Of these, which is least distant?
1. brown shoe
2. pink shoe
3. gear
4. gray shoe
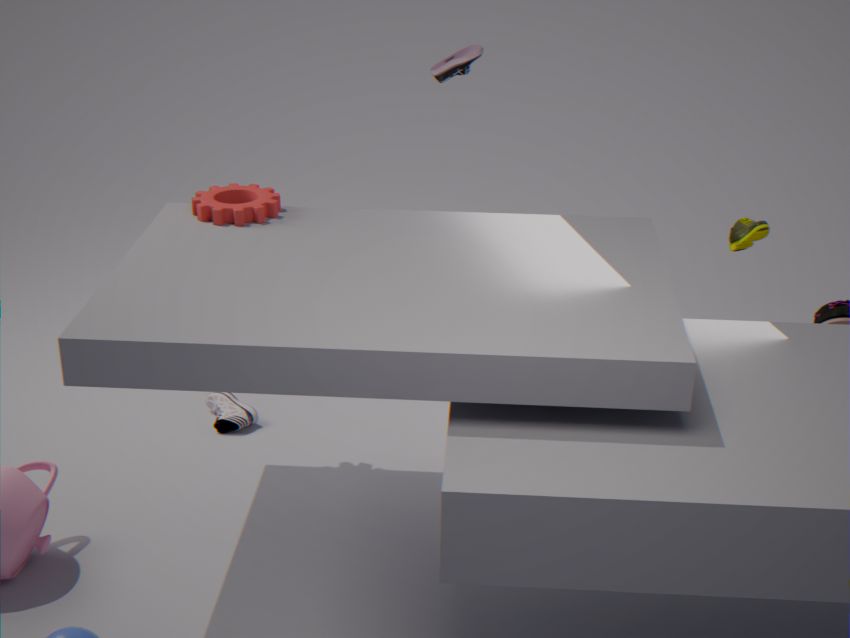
gear
